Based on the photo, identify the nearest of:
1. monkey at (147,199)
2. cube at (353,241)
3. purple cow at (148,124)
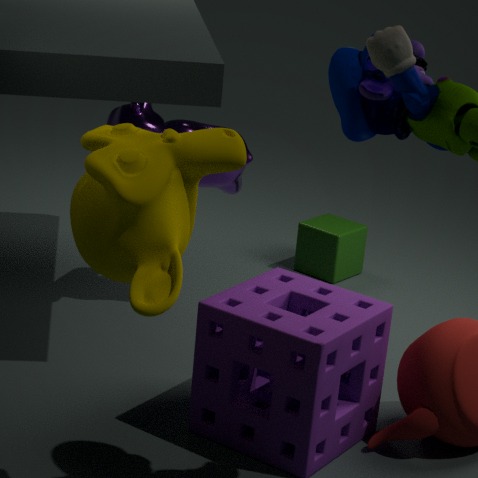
monkey at (147,199)
